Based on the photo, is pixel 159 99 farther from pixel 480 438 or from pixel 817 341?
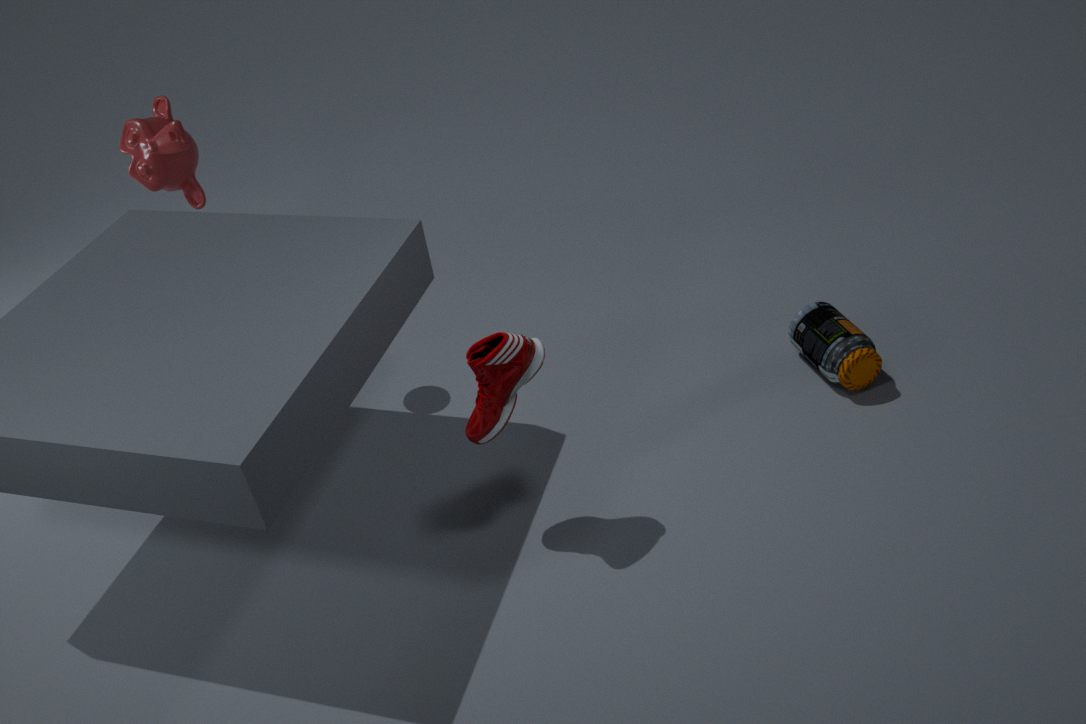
pixel 817 341
